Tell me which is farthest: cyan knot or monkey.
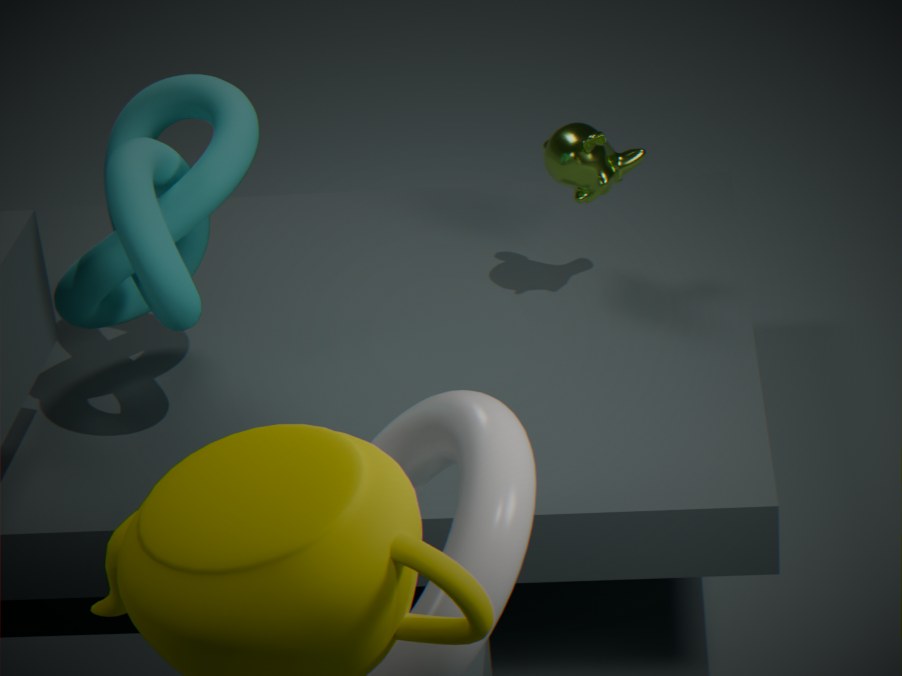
monkey
